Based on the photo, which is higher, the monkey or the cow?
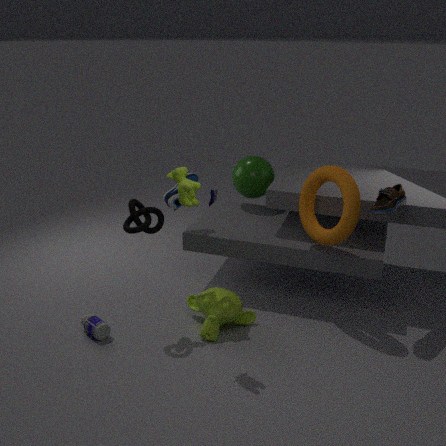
the cow
